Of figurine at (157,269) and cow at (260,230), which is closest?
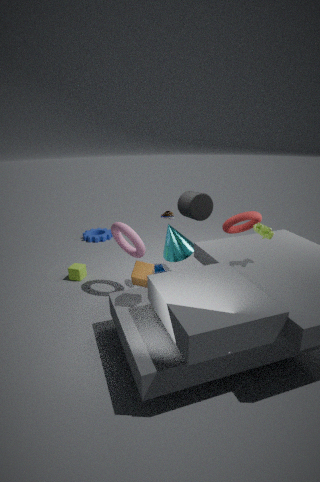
cow at (260,230)
